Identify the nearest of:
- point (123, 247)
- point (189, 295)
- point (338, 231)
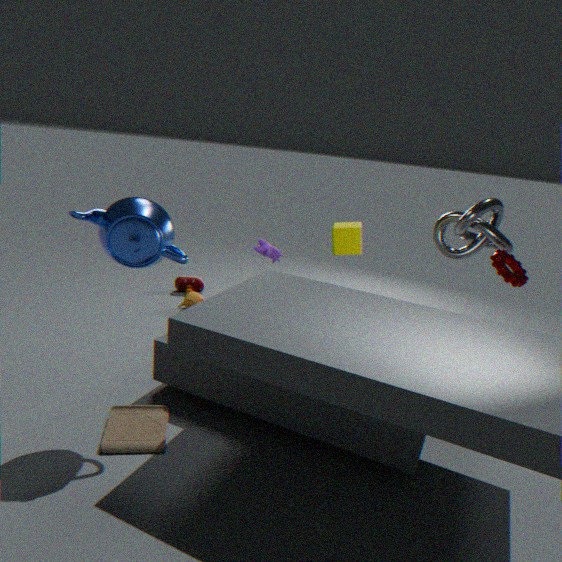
point (123, 247)
